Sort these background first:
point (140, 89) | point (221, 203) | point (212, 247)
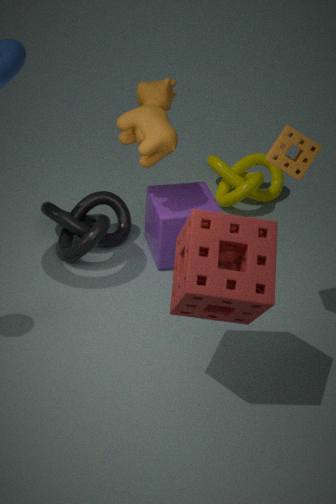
point (221, 203), point (140, 89), point (212, 247)
